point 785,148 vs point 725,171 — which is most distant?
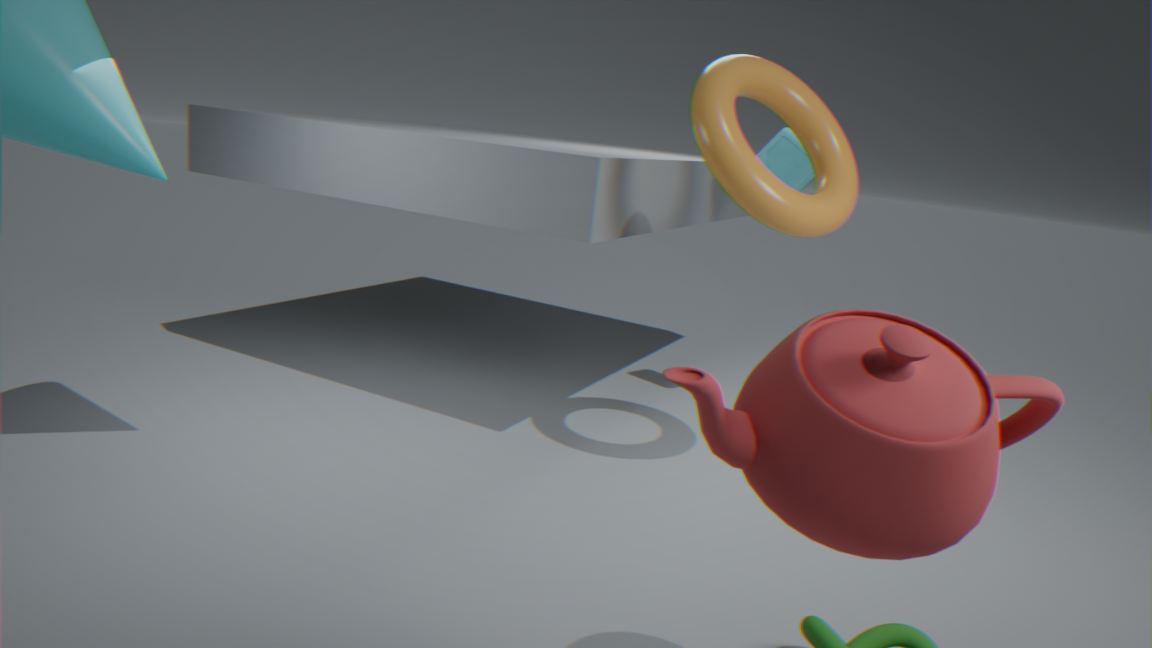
point 785,148
